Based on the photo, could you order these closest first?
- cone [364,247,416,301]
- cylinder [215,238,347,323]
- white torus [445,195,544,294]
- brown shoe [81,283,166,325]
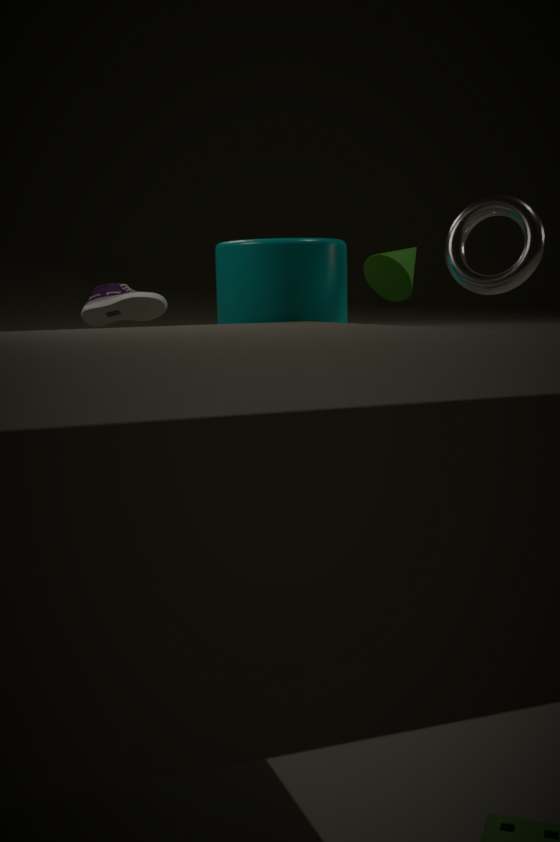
1. cylinder [215,238,347,323]
2. white torus [445,195,544,294]
3. brown shoe [81,283,166,325]
4. cone [364,247,416,301]
